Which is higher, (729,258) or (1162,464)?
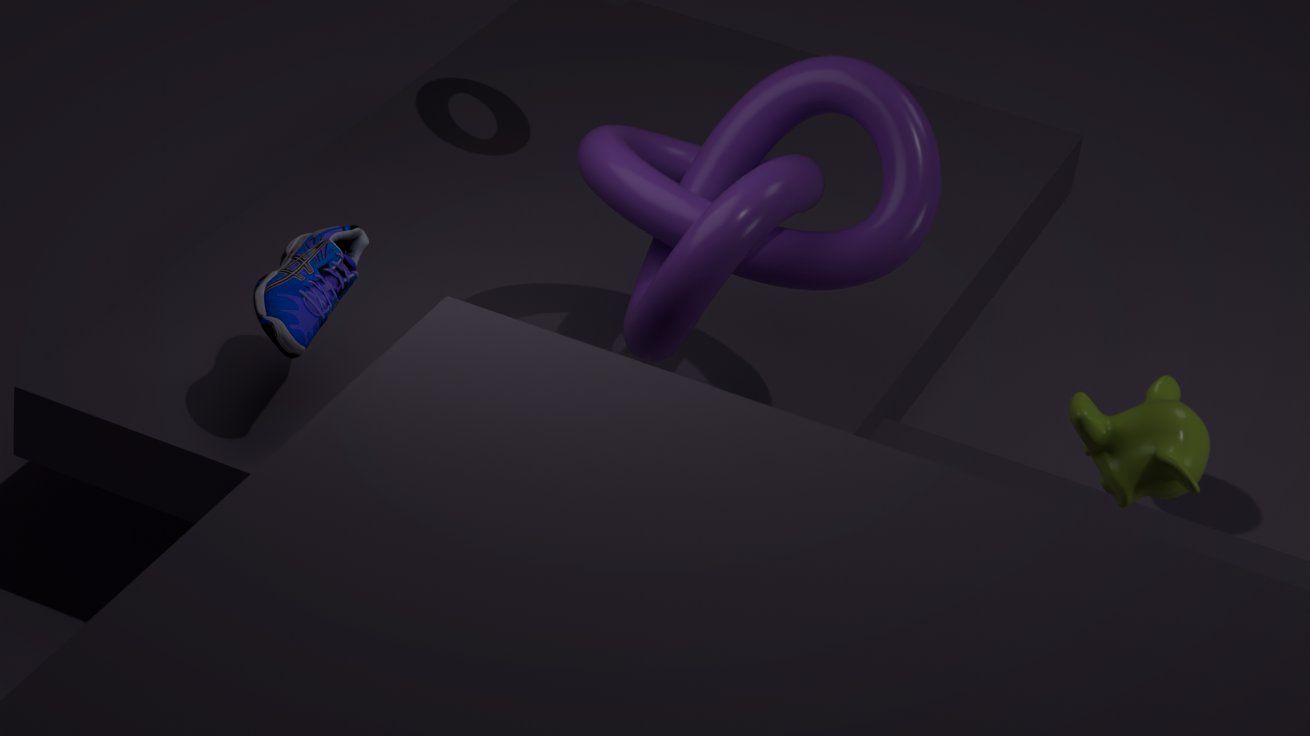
(729,258)
